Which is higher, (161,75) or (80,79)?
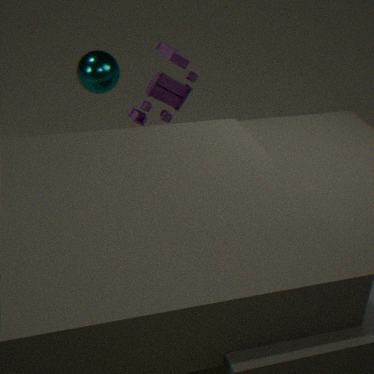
(80,79)
